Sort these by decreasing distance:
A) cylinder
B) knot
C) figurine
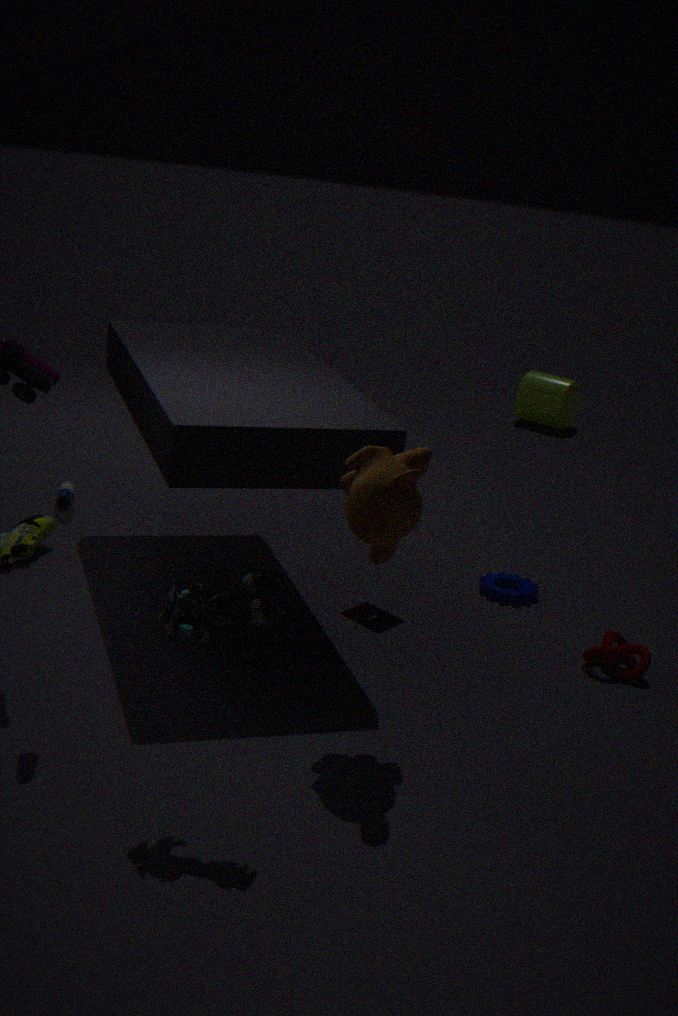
cylinder
knot
figurine
